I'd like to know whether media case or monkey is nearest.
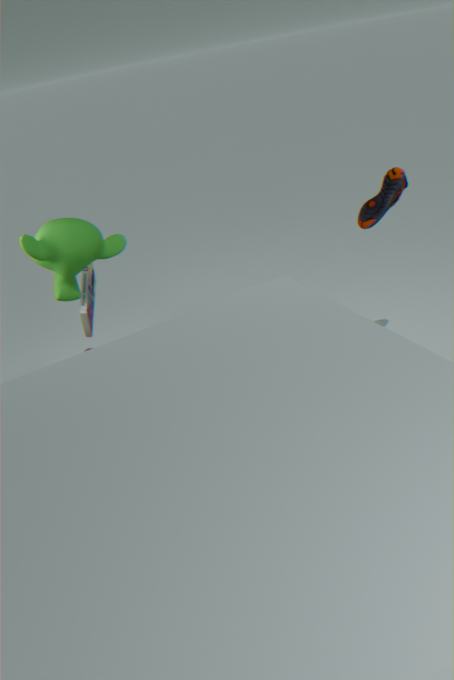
monkey
